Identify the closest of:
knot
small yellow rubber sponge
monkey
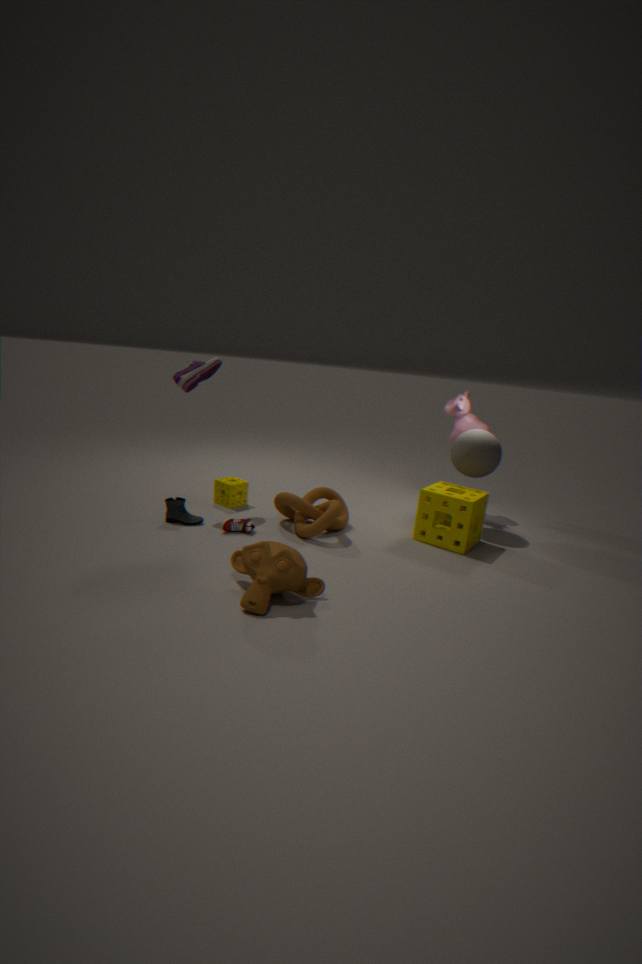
monkey
